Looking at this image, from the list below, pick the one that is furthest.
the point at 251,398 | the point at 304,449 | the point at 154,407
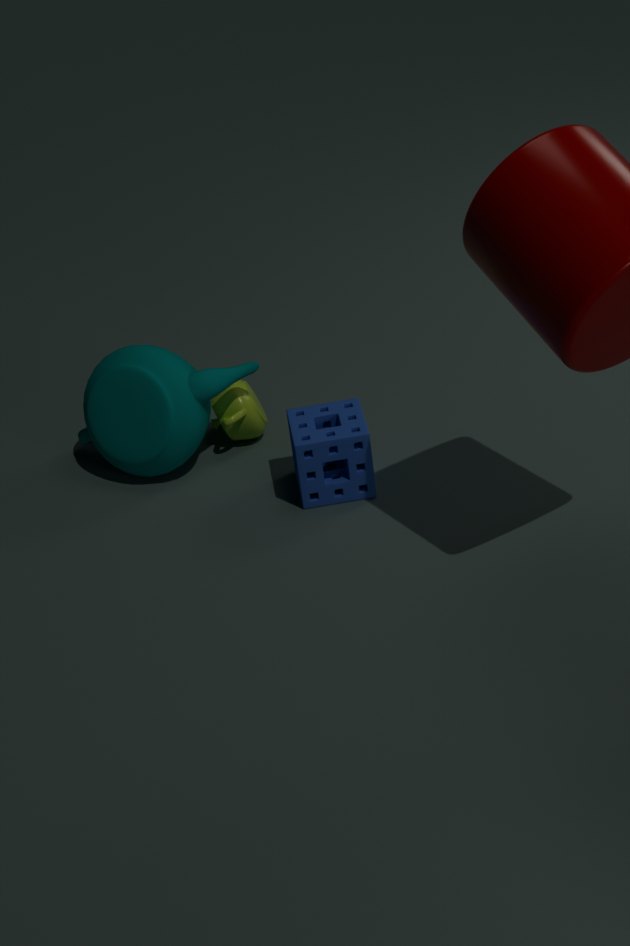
the point at 251,398
